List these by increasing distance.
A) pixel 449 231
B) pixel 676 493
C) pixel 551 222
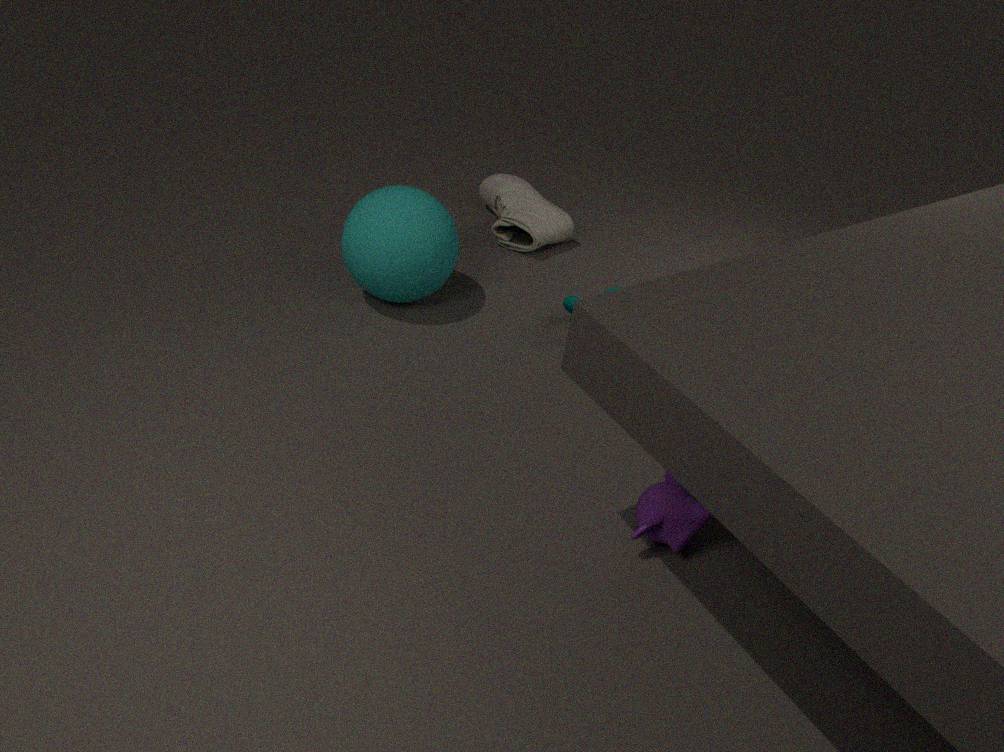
pixel 676 493, pixel 449 231, pixel 551 222
